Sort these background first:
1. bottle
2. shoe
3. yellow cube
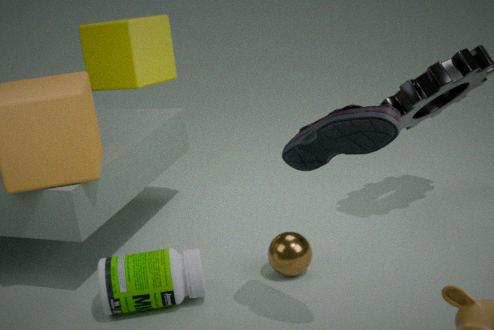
1. yellow cube
2. bottle
3. shoe
